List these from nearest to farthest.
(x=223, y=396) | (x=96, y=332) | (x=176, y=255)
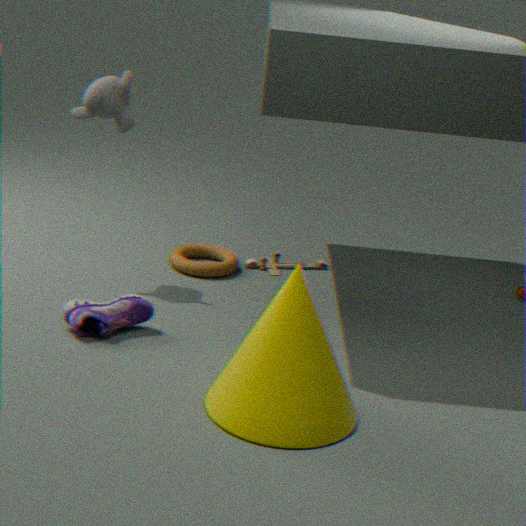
(x=223, y=396) < (x=96, y=332) < (x=176, y=255)
